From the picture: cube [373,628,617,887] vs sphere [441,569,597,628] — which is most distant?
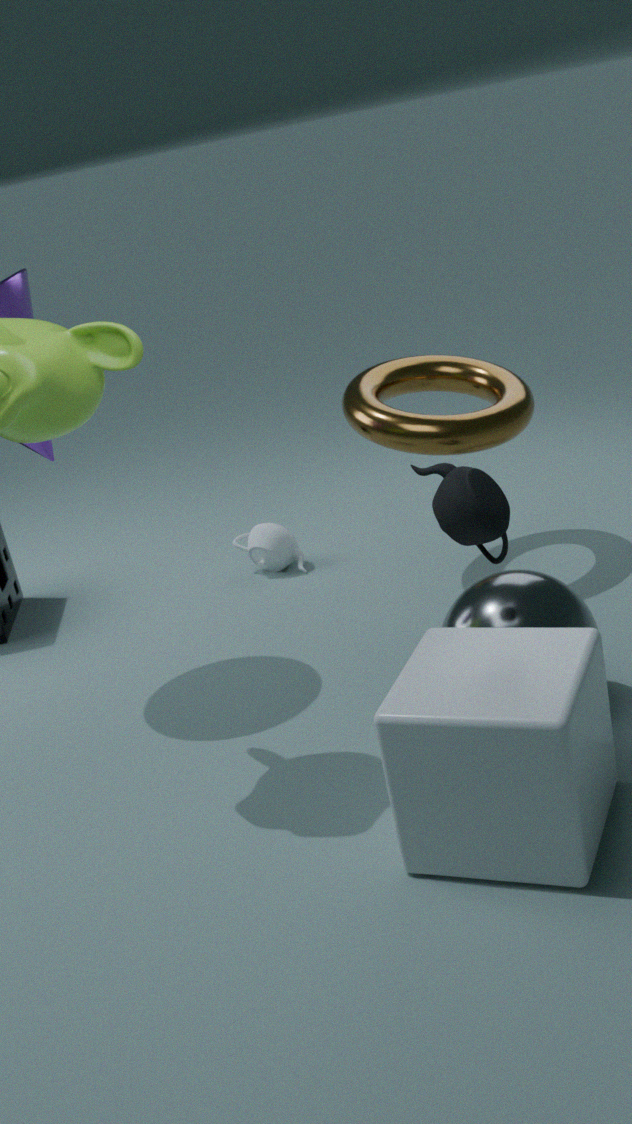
sphere [441,569,597,628]
